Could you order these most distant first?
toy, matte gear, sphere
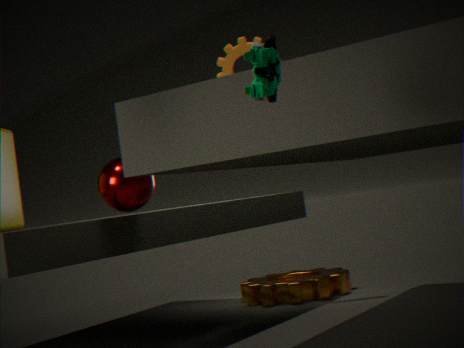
matte gear
sphere
toy
